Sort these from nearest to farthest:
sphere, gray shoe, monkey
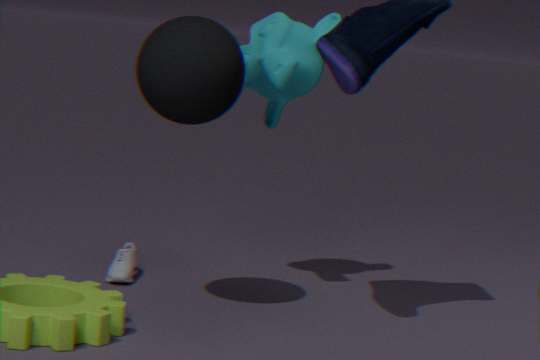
sphere → monkey → gray shoe
